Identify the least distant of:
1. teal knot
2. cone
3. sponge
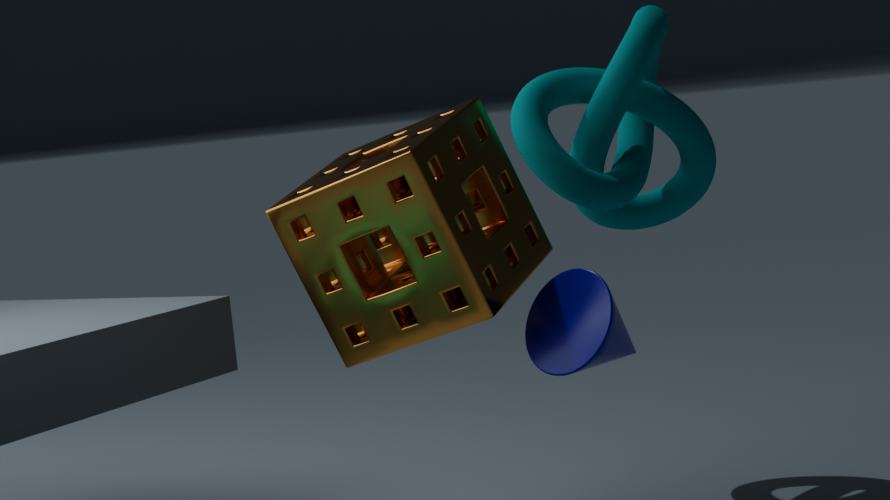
cone
